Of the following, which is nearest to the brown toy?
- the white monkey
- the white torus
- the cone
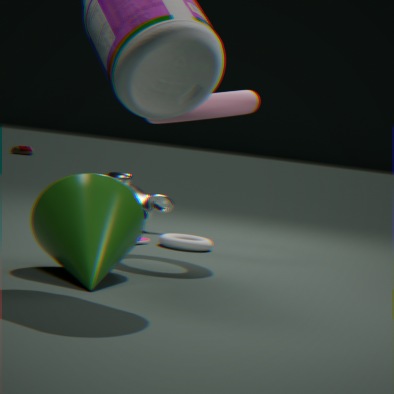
the white monkey
